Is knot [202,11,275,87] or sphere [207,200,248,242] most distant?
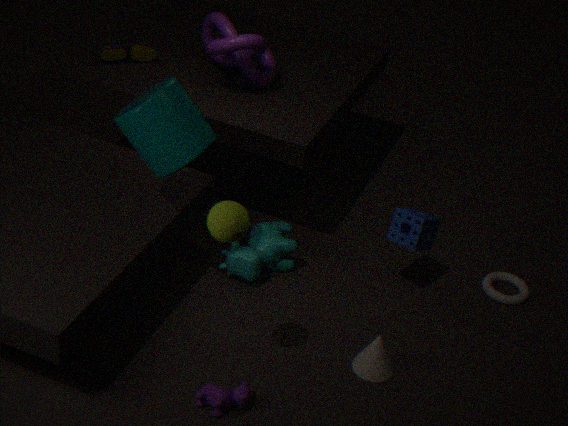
knot [202,11,275,87]
